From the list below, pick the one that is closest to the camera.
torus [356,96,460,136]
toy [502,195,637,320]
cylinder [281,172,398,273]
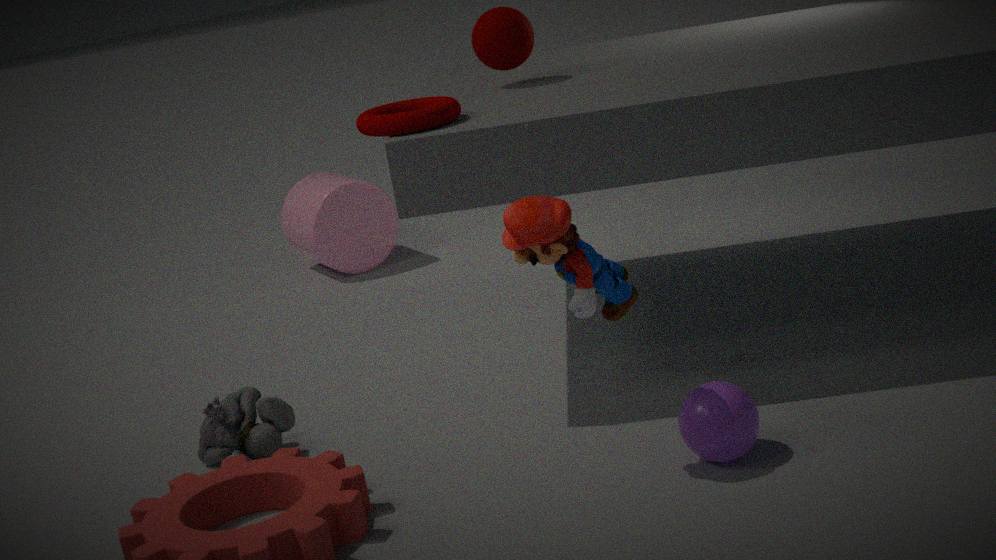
toy [502,195,637,320]
